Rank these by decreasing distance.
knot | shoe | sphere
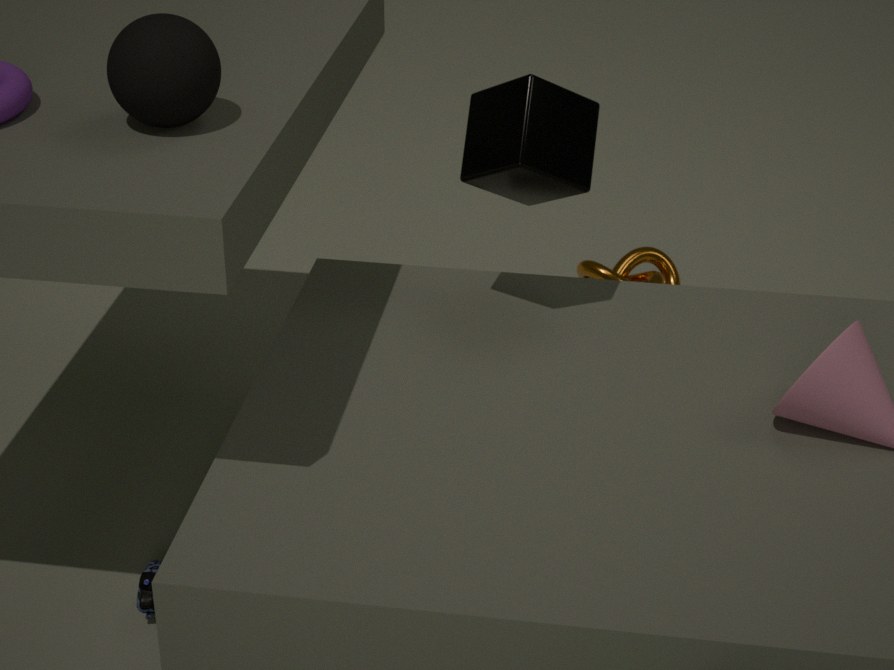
knot, shoe, sphere
